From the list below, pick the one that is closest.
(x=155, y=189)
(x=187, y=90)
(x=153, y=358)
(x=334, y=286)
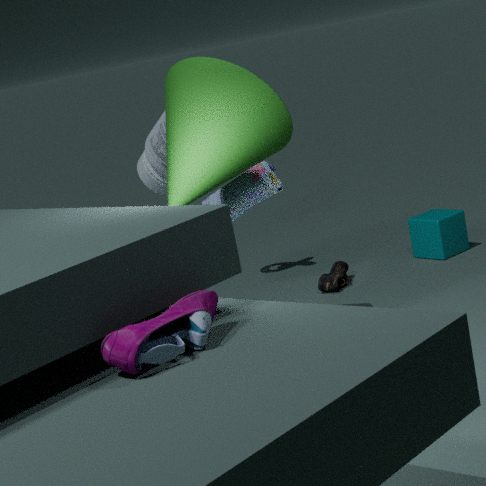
(x=153, y=358)
